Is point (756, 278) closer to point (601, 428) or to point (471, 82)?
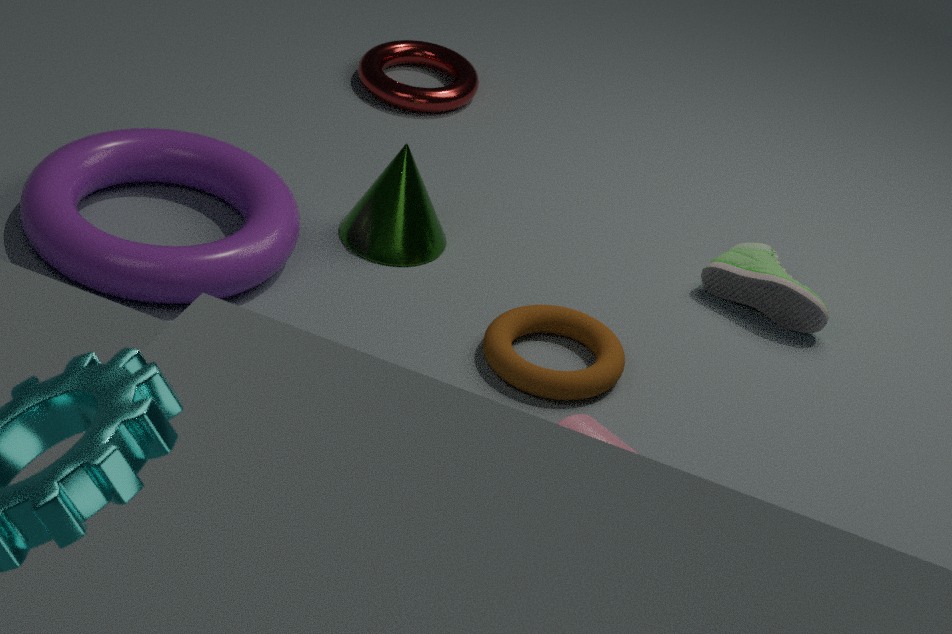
point (601, 428)
